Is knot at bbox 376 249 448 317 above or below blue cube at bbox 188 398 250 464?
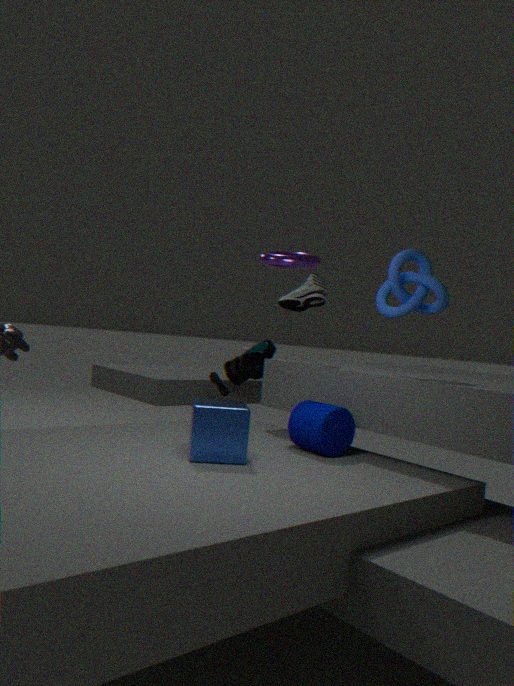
above
